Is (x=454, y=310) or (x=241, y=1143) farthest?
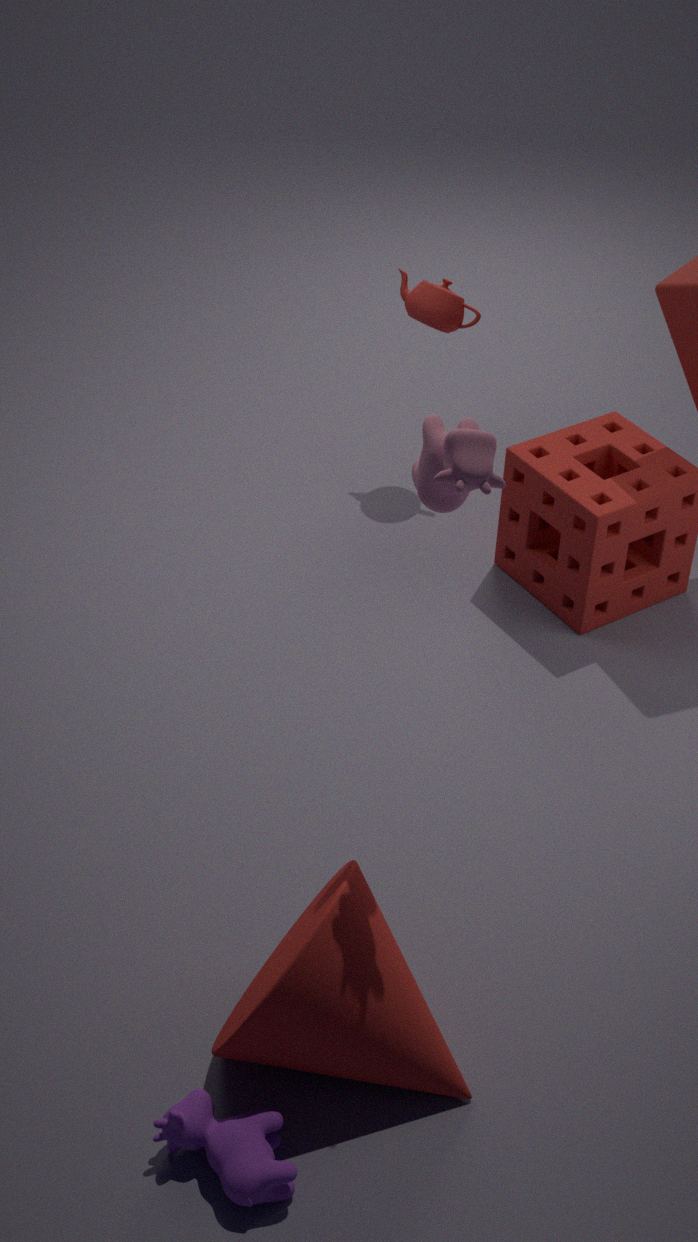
(x=454, y=310)
